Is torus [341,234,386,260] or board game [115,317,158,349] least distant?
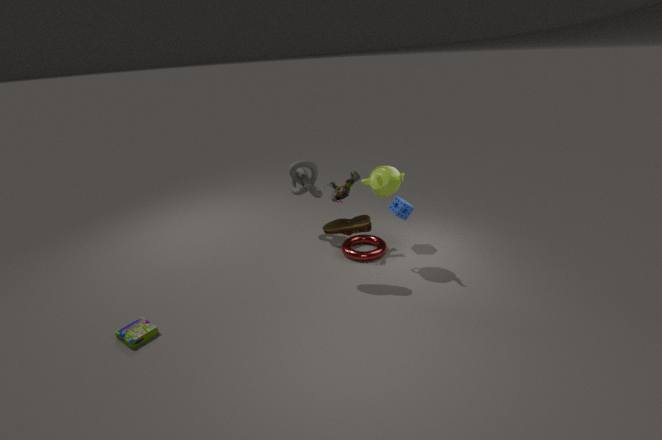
board game [115,317,158,349]
